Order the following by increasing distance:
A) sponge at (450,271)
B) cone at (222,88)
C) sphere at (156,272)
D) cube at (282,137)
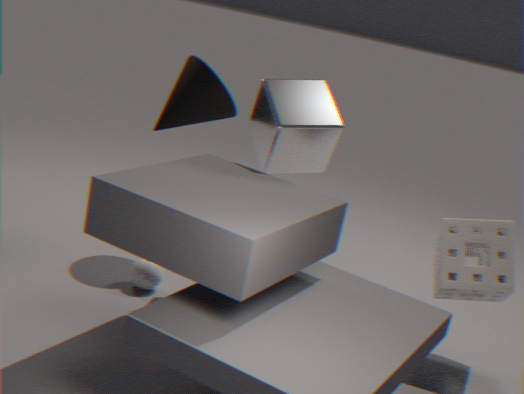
sponge at (450,271), cube at (282,137), sphere at (156,272), cone at (222,88)
